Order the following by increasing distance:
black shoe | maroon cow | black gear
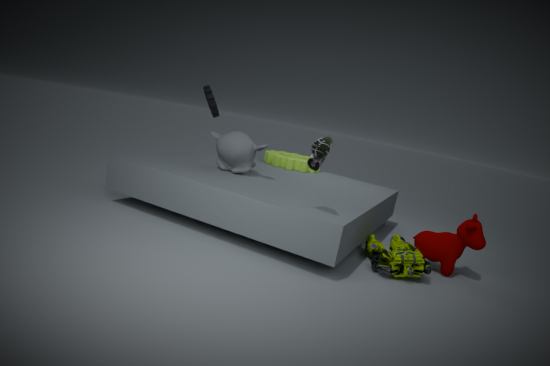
1. black shoe
2. maroon cow
3. black gear
